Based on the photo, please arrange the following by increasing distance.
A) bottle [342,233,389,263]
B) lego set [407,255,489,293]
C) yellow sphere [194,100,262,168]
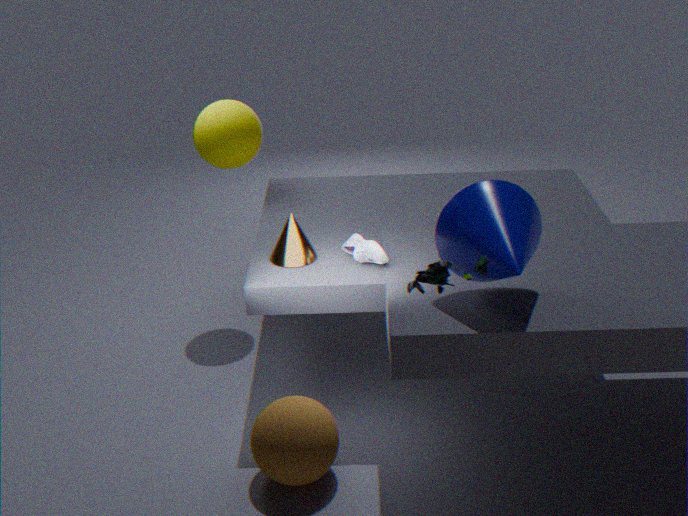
lego set [407,255,489,293]
bottle [342,233,389,263]
yellow sphere [194,100,262,168]
